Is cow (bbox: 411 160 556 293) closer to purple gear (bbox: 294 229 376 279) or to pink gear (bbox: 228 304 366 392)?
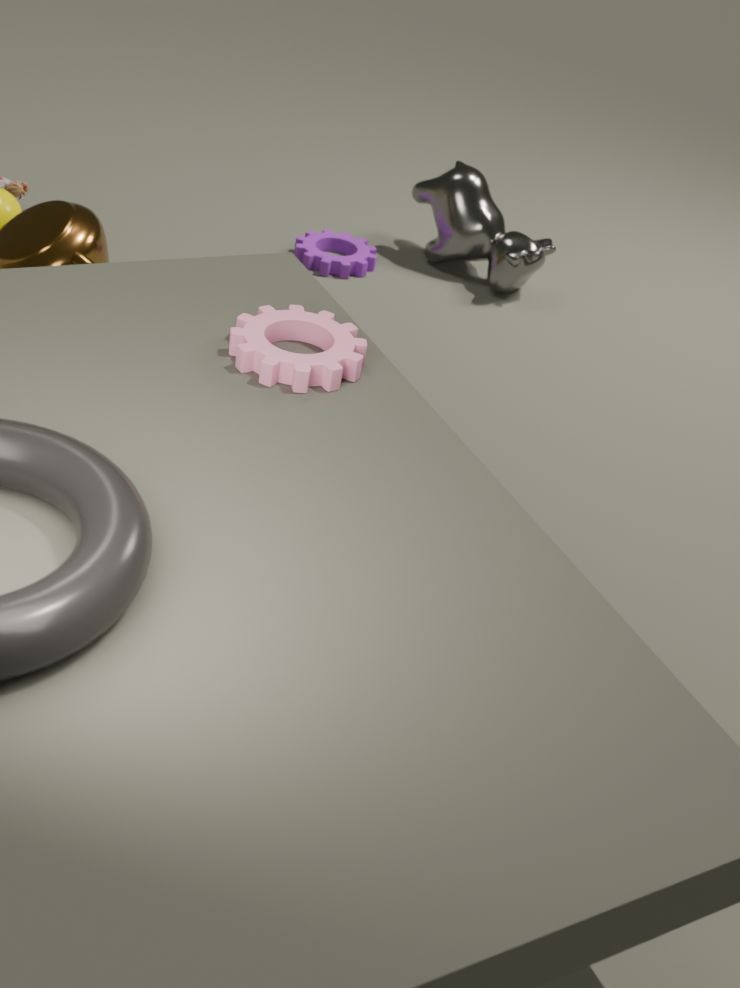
purple gear (bbox: 294 229 376 279)
